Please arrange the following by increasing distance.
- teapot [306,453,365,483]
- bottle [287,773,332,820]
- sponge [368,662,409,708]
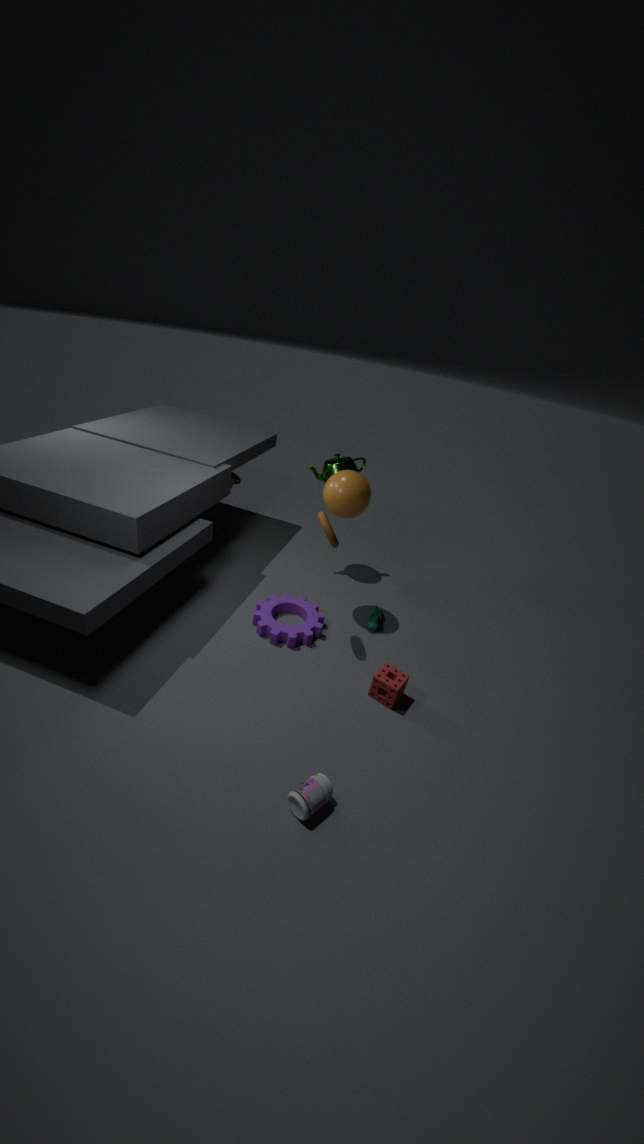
bottle [287,773,332,820] → sponge [368,662,409,708] → teapot [306,453,365,483]
